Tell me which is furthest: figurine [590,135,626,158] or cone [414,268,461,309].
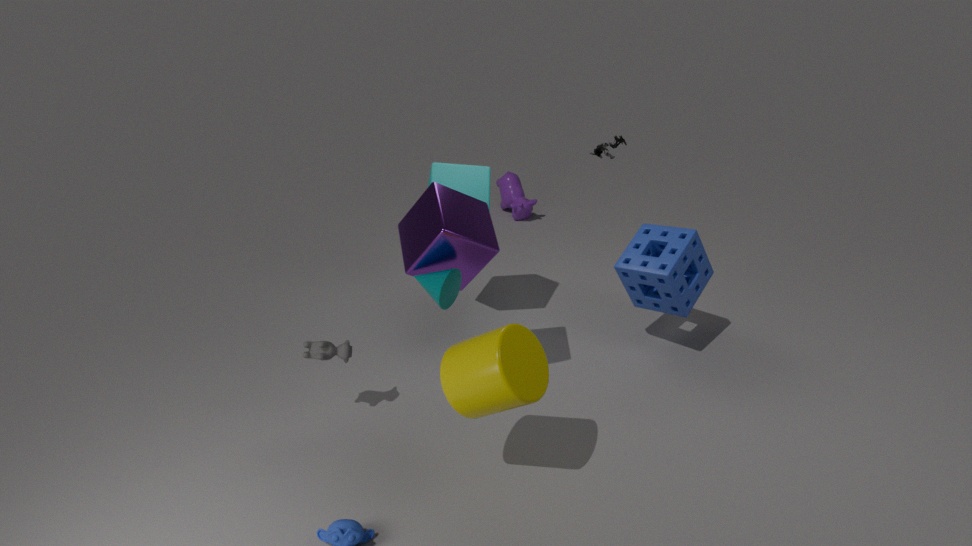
figurine [590,135,626,158]
